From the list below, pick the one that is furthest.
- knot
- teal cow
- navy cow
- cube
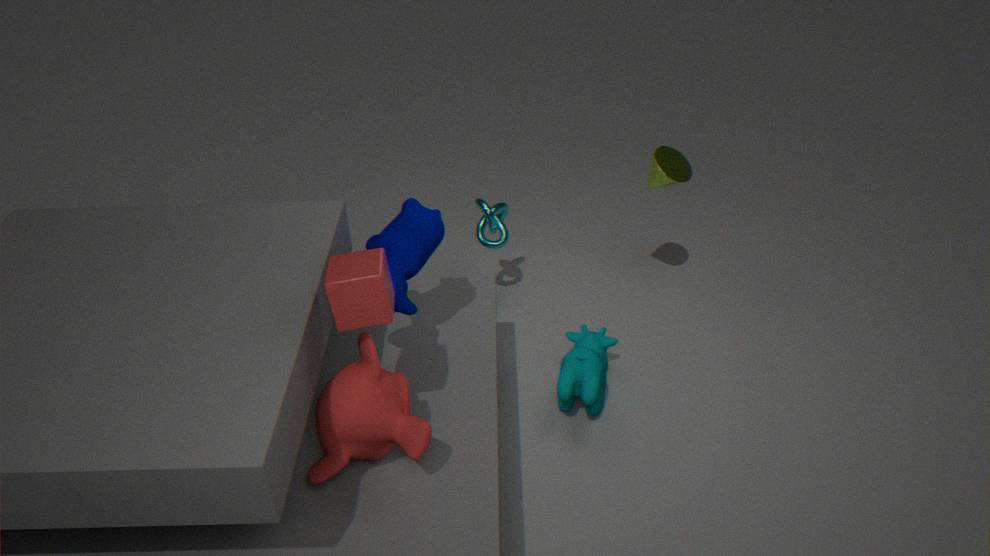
knot
